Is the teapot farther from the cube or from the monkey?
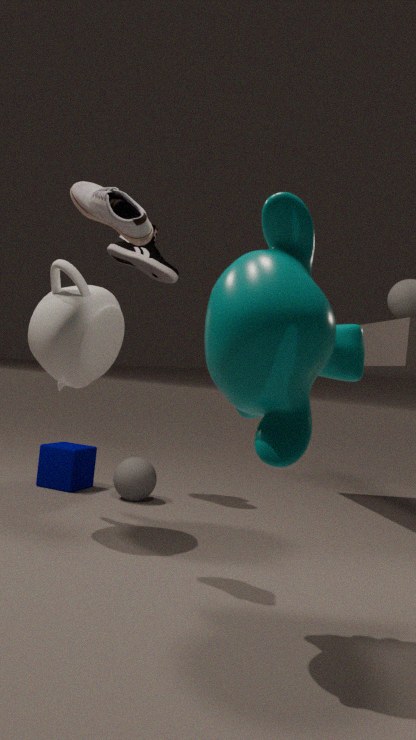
the monkey
